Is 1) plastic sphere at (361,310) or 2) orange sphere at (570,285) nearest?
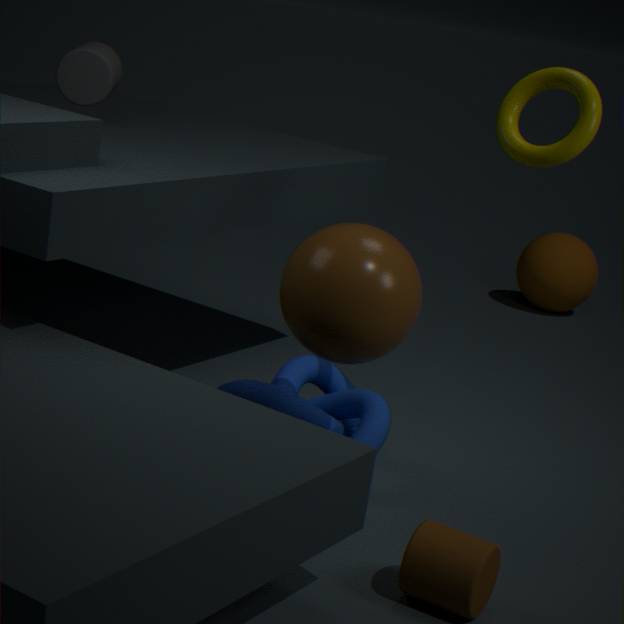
1. plastic sphere at (361,310)
